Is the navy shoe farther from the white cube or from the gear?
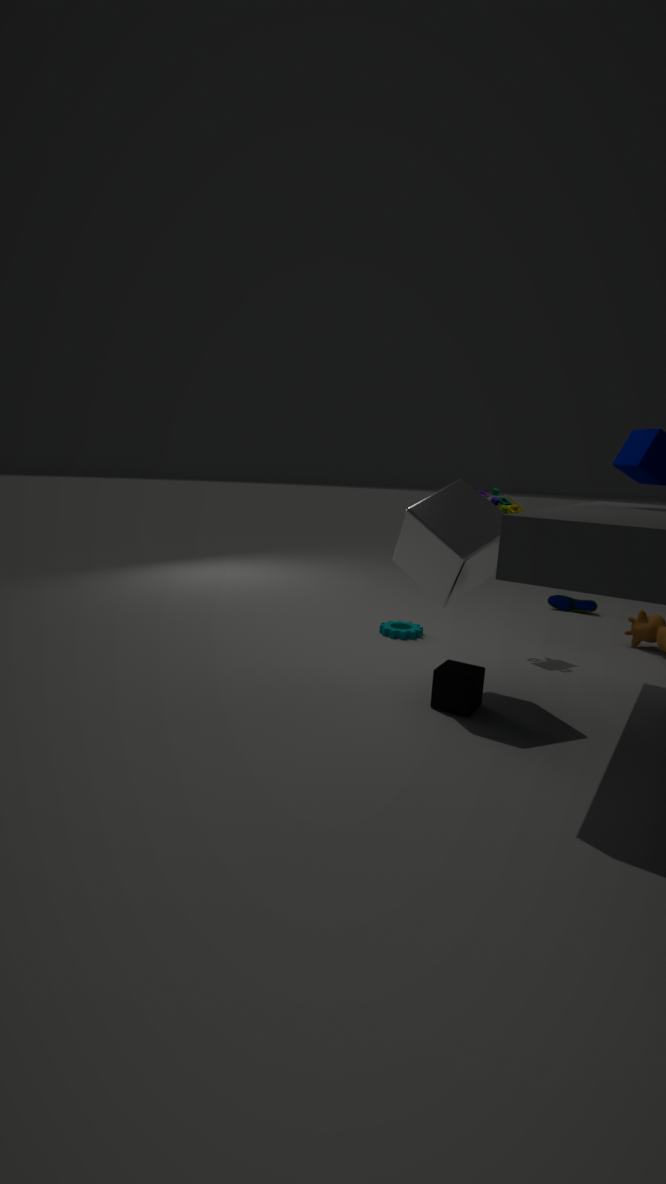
the white cube
